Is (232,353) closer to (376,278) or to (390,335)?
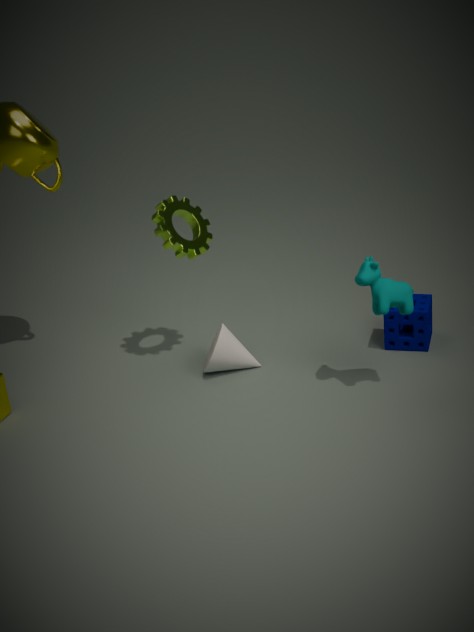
(376,278)
